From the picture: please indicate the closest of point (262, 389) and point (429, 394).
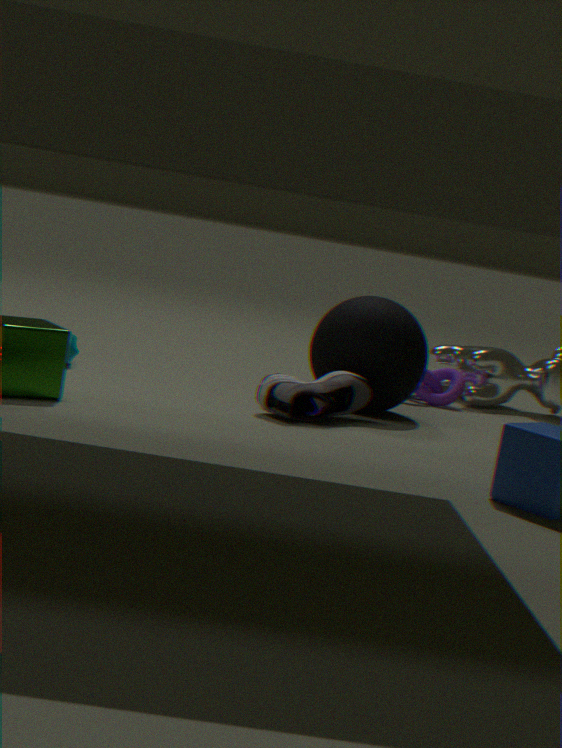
point (262, 389)
